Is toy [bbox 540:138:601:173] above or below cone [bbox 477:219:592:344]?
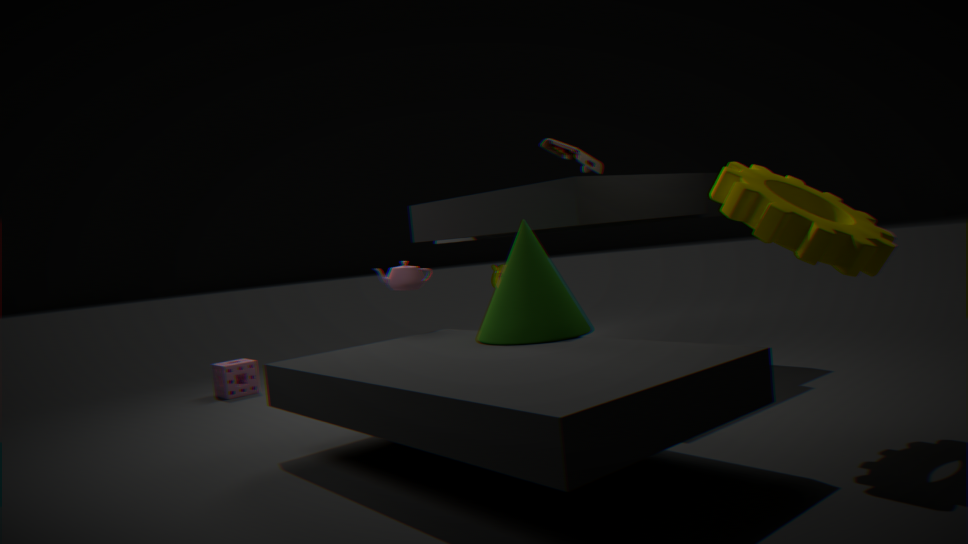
above
